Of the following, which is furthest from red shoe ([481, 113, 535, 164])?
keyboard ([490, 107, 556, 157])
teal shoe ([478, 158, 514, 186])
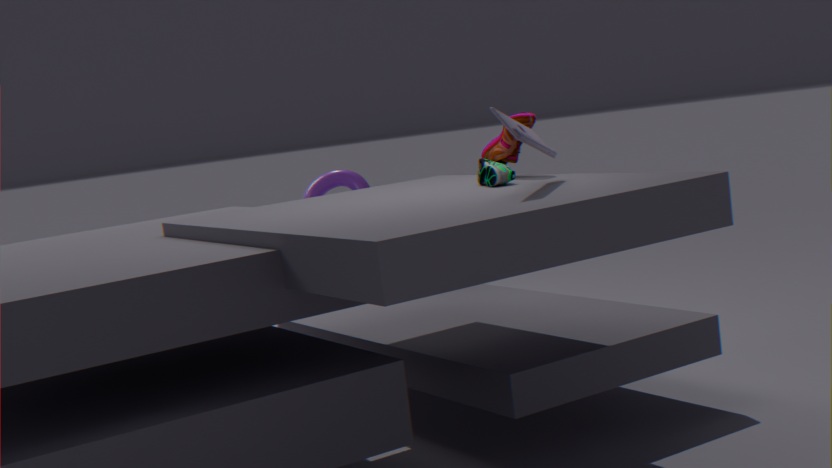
keyboard ([490, 107, 556, 157])
